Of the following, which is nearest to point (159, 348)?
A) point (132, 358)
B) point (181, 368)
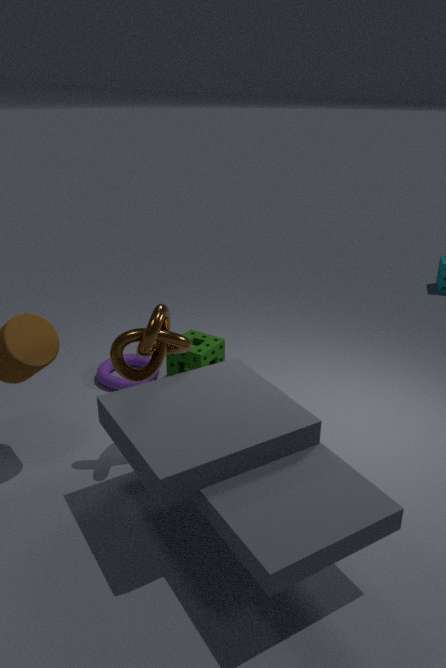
point (181, 368)
